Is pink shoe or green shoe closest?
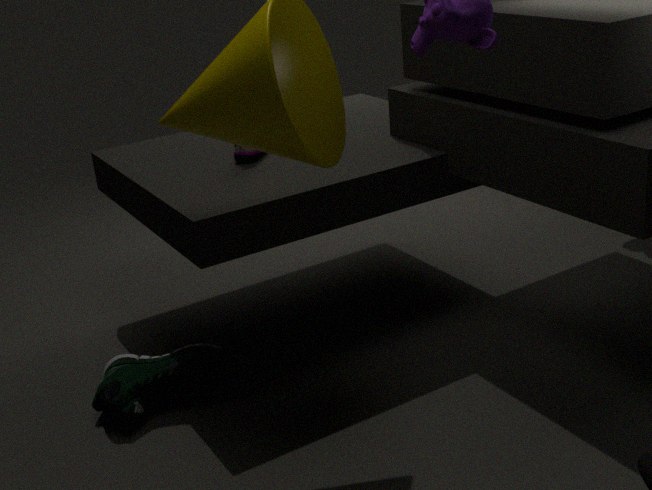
green shoe
